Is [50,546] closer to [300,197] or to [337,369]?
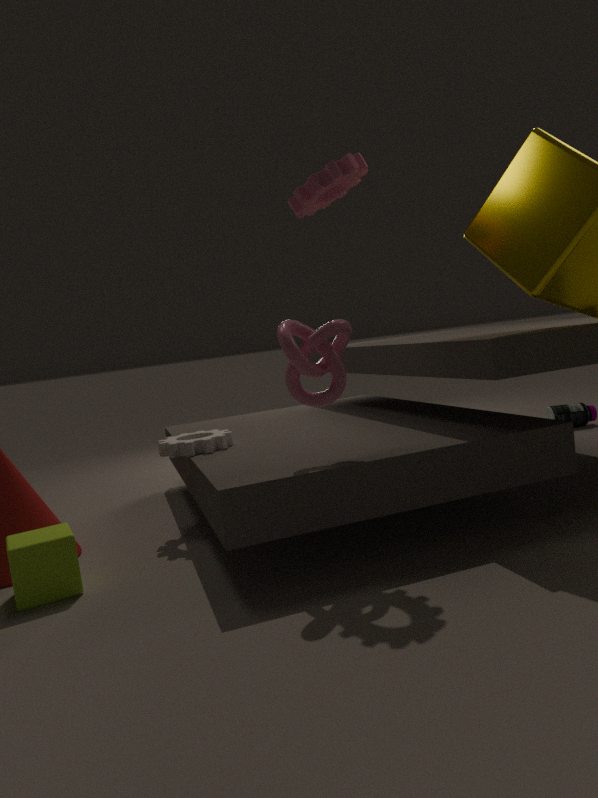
[337,369]
